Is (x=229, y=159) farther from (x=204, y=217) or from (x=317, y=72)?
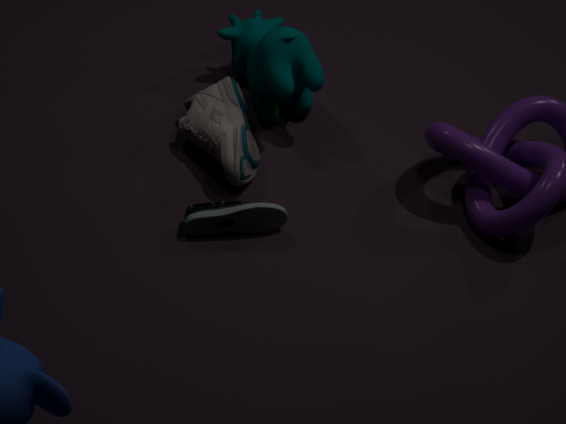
(x=204, y=217)
